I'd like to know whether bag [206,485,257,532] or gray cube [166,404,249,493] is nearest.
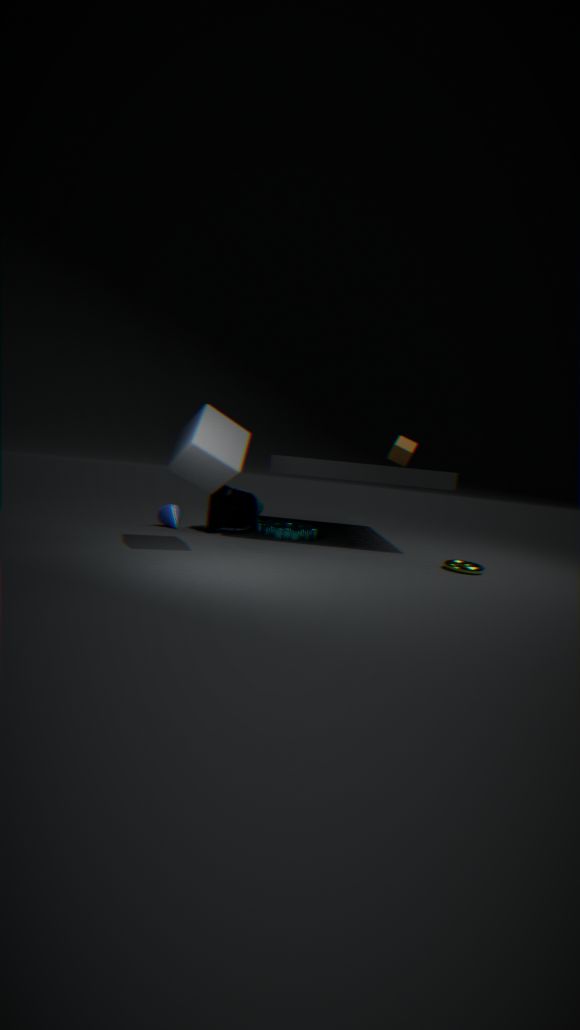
gray cube [166,404,249,493]
